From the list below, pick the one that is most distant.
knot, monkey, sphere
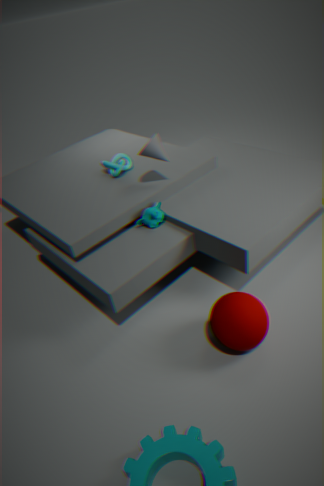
knot
